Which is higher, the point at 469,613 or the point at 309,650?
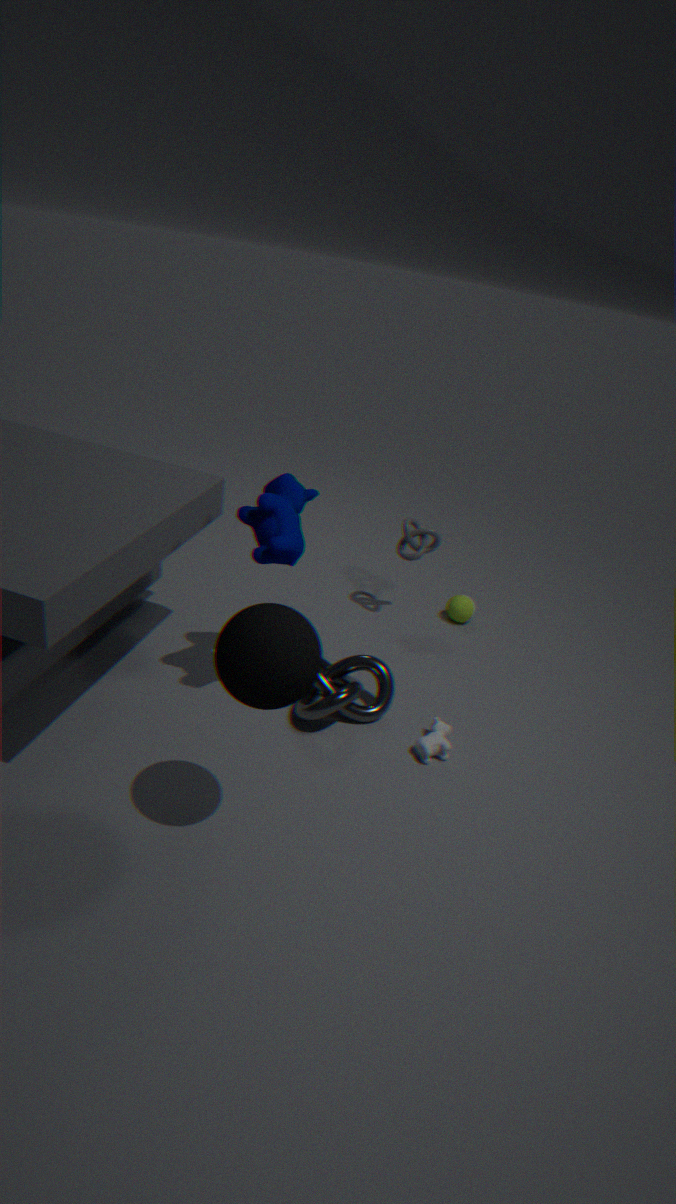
the point at 309,650
